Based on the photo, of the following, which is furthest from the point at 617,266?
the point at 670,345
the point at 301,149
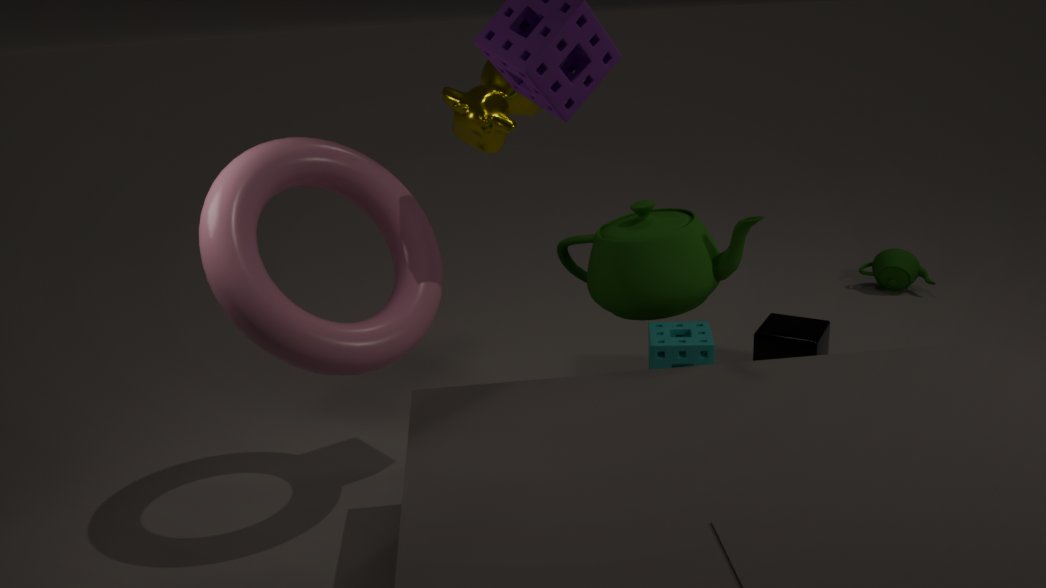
the point at 301,149
